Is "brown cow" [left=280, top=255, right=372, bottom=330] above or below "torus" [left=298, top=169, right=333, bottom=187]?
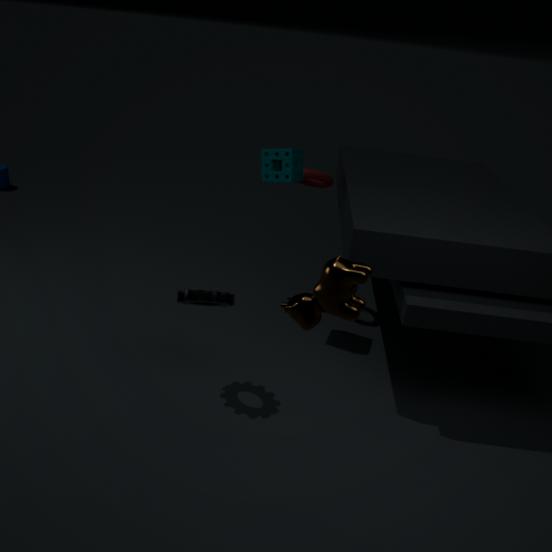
above
